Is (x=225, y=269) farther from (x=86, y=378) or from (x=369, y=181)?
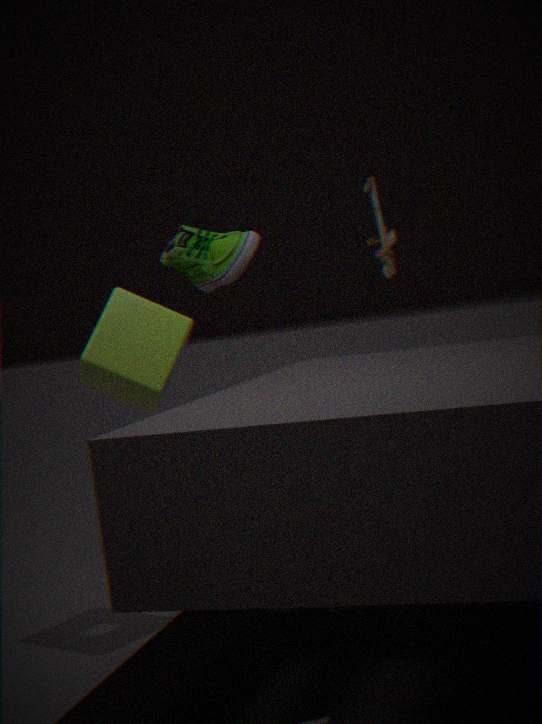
(x=86, y=378)
